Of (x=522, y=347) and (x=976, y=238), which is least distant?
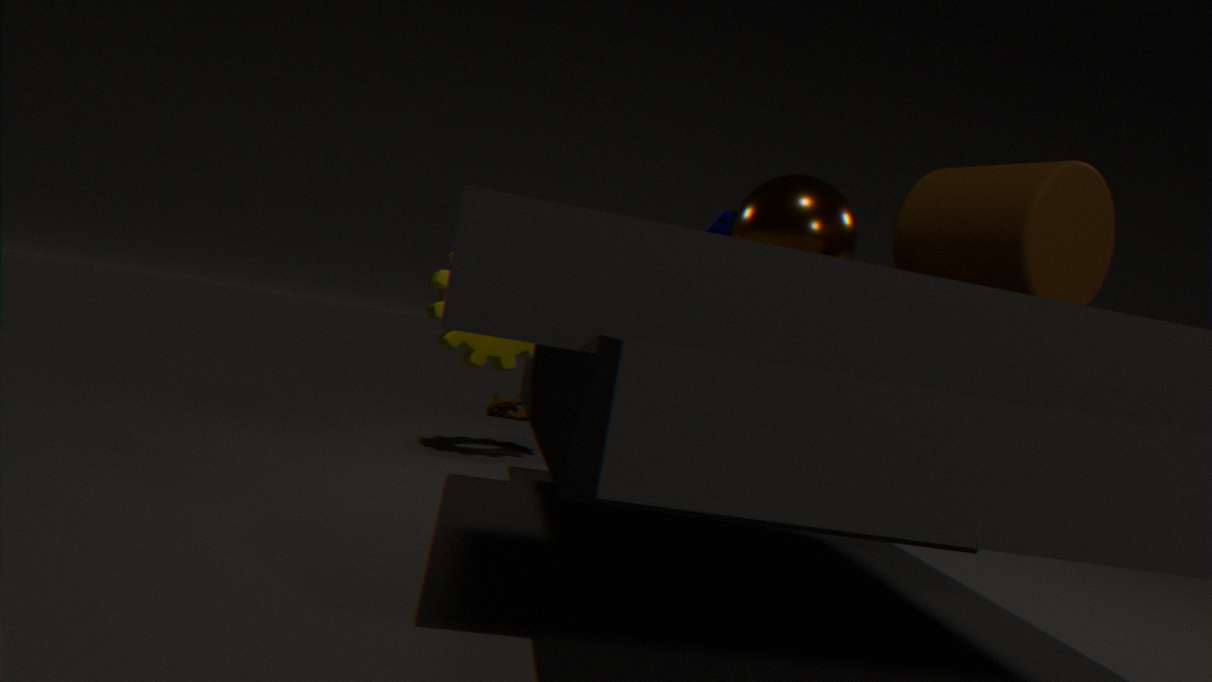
(x=976, y=238)
